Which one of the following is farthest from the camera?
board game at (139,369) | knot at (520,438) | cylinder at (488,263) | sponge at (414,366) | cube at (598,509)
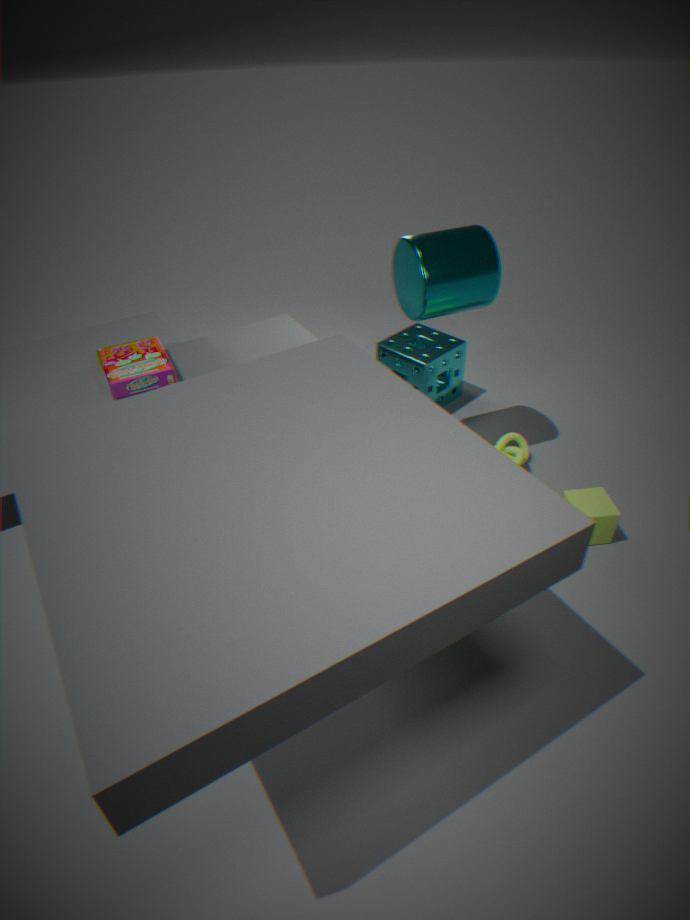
sponge at (414,366)
